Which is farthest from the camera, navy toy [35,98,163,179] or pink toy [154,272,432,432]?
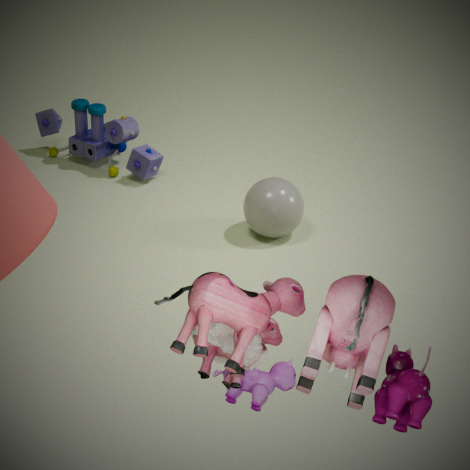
navy toy [35,98,163,179]
